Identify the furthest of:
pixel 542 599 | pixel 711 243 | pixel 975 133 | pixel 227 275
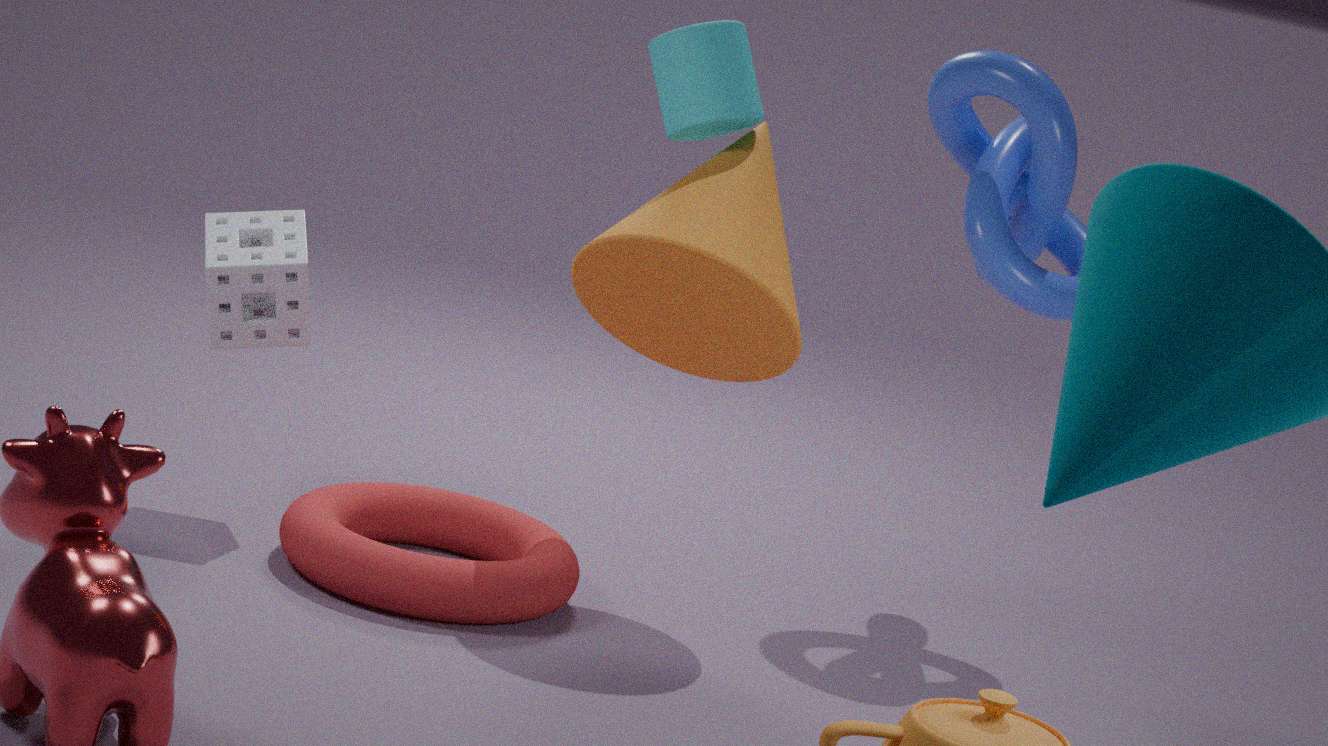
pixel 975 133
